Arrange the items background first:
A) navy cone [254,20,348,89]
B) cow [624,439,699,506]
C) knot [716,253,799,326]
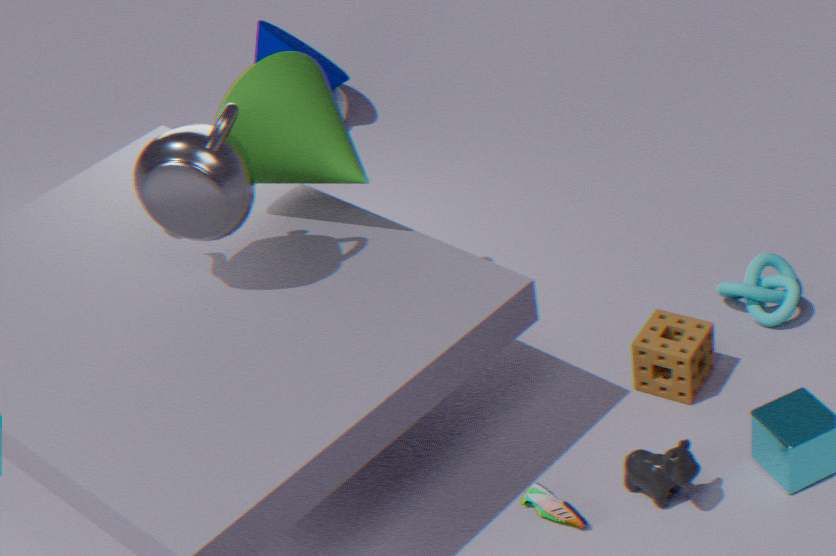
navy cone [254,20,348,89], knot [716,253,799,326], cow [624,439,699,506]
